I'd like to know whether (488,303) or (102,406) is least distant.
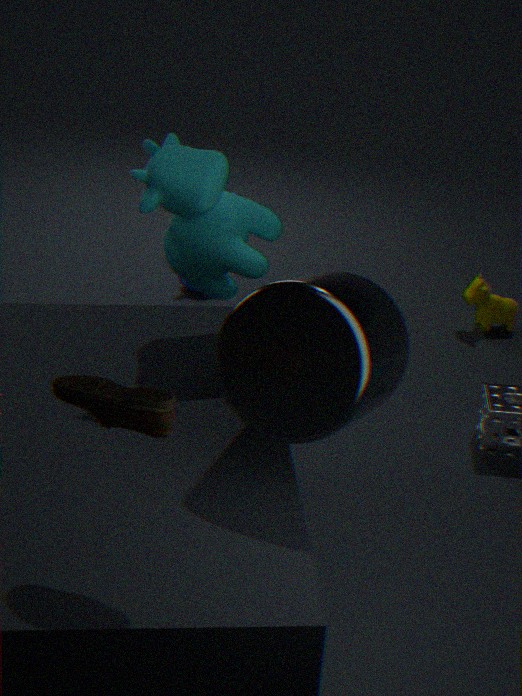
(102,406)
